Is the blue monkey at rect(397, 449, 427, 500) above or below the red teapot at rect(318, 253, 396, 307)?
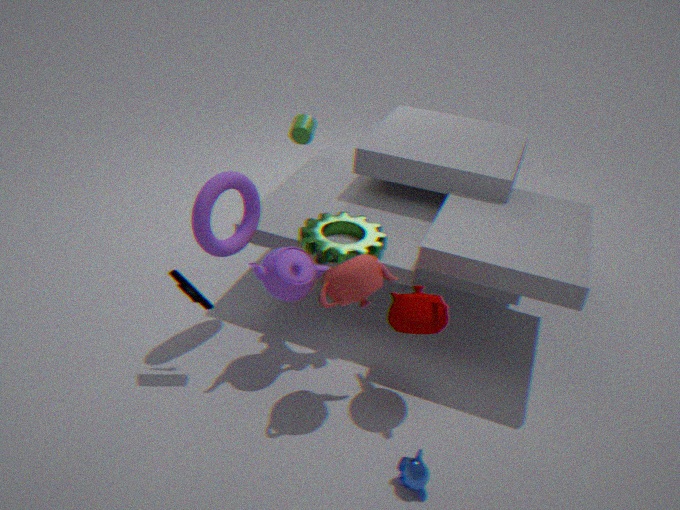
below
